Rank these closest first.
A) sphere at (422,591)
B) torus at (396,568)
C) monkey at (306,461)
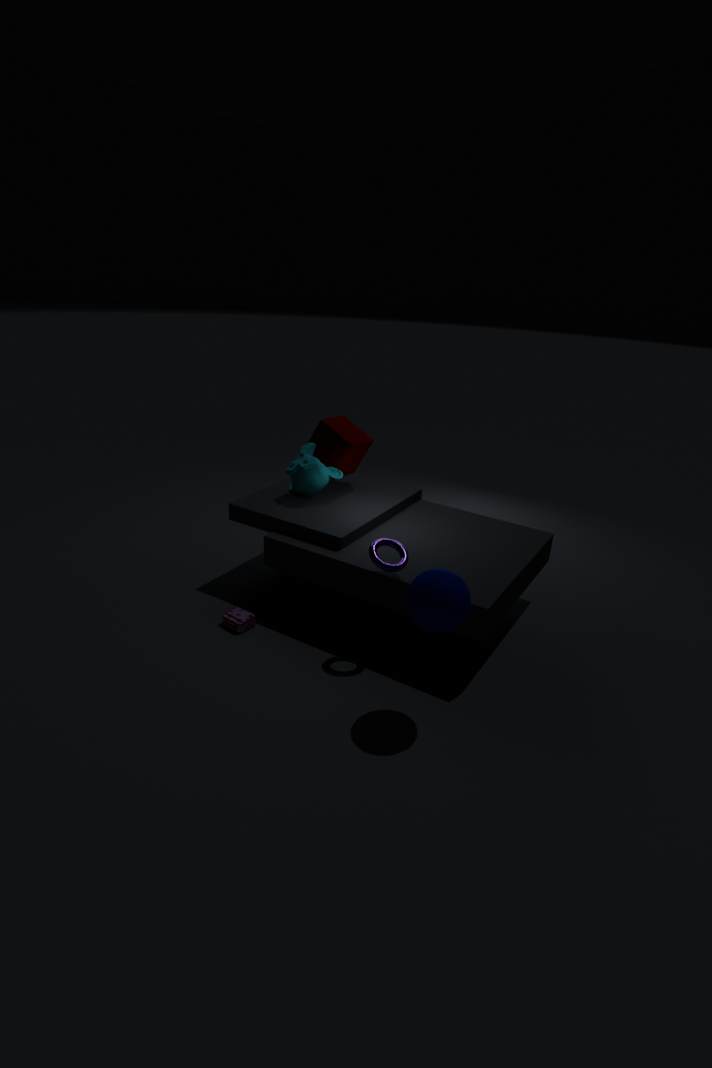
1. sphere at (422,591)
2. torus at (396,568)
3. monkey at (306,461)
